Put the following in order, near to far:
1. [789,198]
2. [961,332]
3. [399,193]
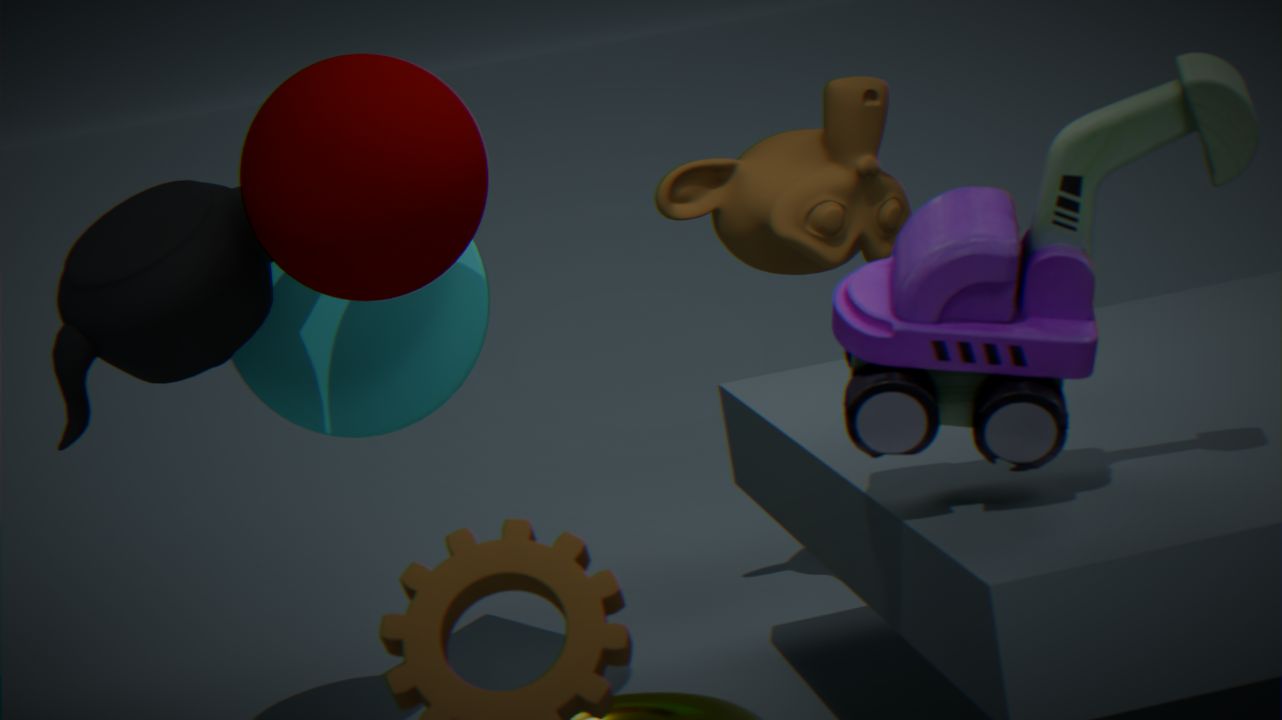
[961,332]
[399,193]
[789,198]
